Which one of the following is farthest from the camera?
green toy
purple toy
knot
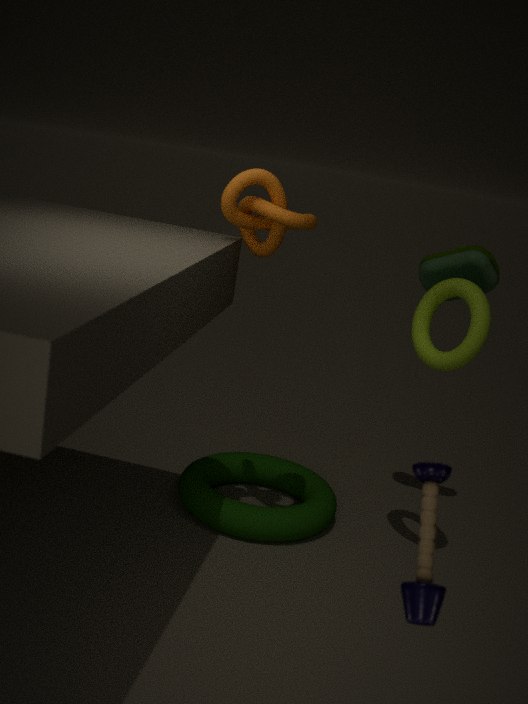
green toy
